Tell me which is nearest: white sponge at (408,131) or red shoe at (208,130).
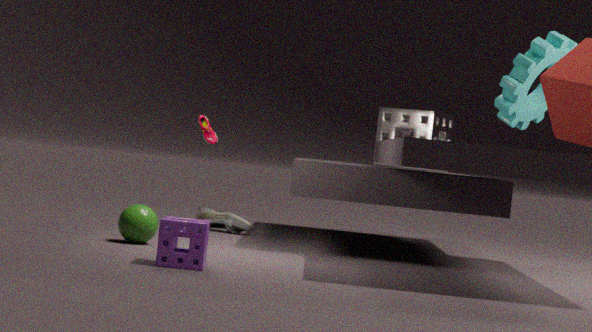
red shoe at (208,130)
